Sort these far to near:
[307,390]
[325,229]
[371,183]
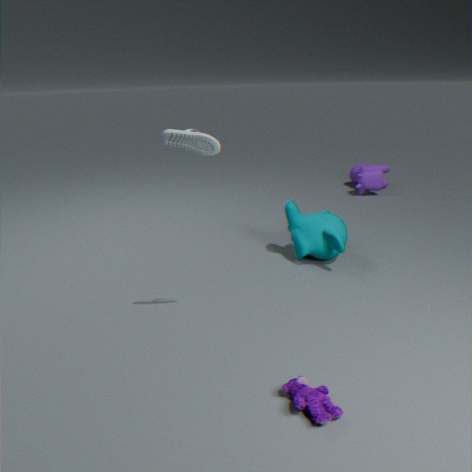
[371,183]
[325,229]
[307,390]
